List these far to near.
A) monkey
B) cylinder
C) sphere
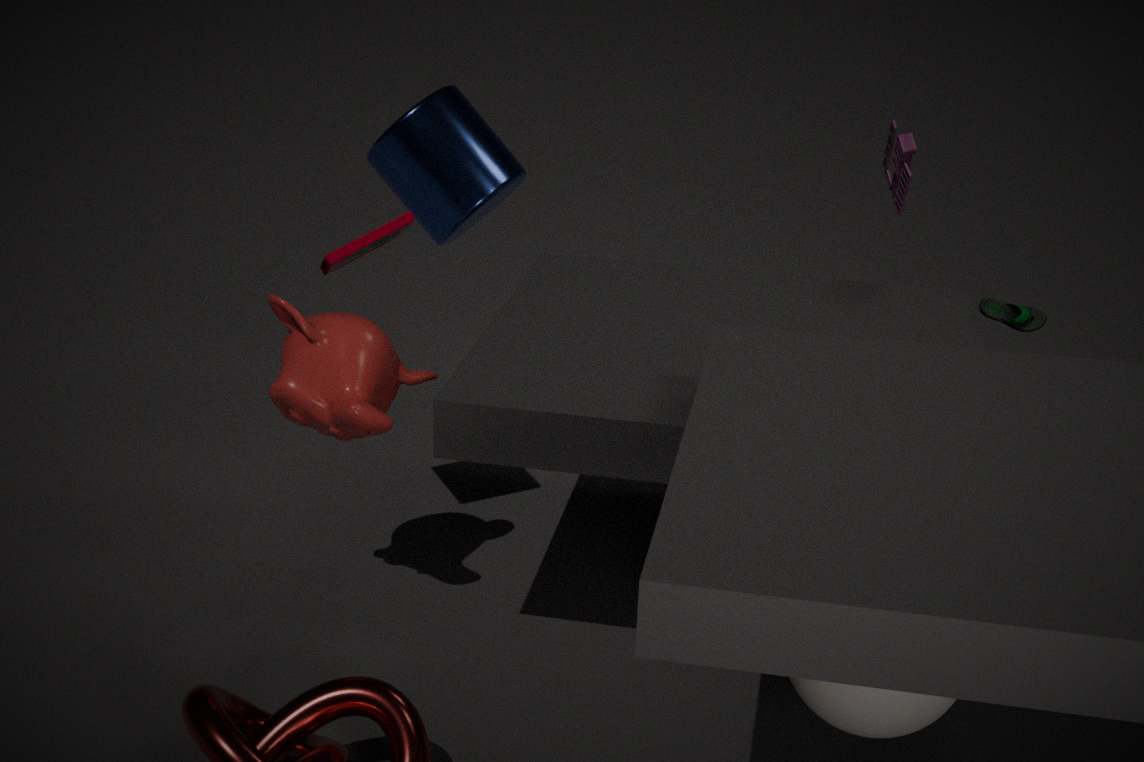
B. cylinder, A. monkey, C. sphere
